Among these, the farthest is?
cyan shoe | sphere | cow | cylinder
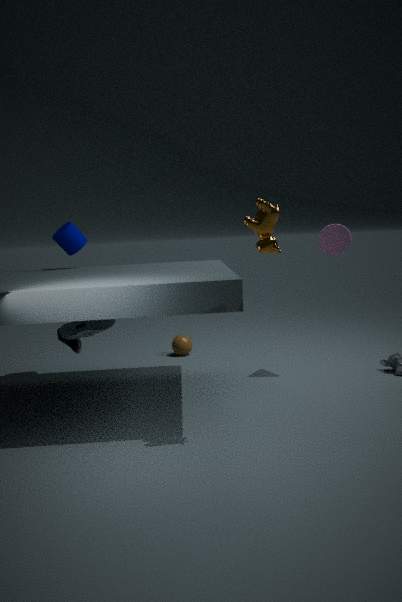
sphere
